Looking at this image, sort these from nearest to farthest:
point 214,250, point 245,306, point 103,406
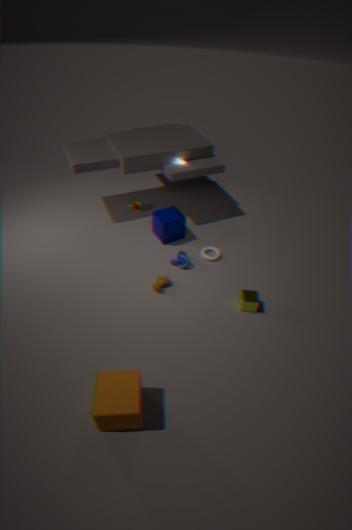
1. point 103,406
2. point 245,306
3. point 214,250
